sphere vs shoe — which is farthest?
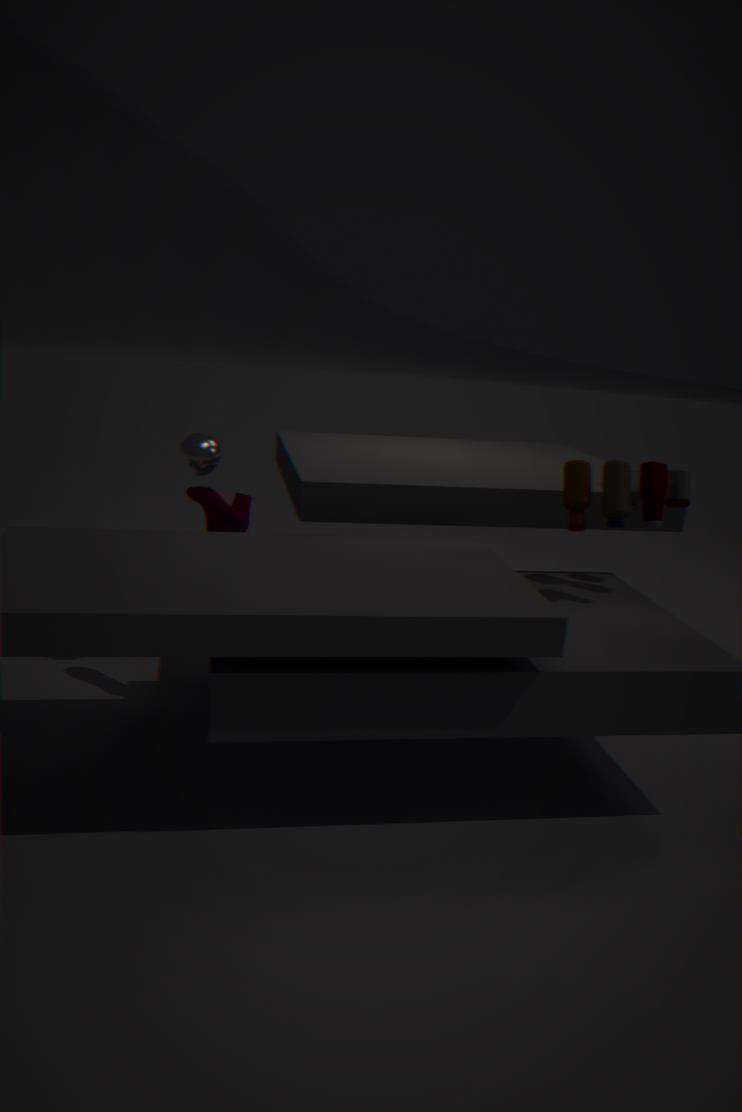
sphere
